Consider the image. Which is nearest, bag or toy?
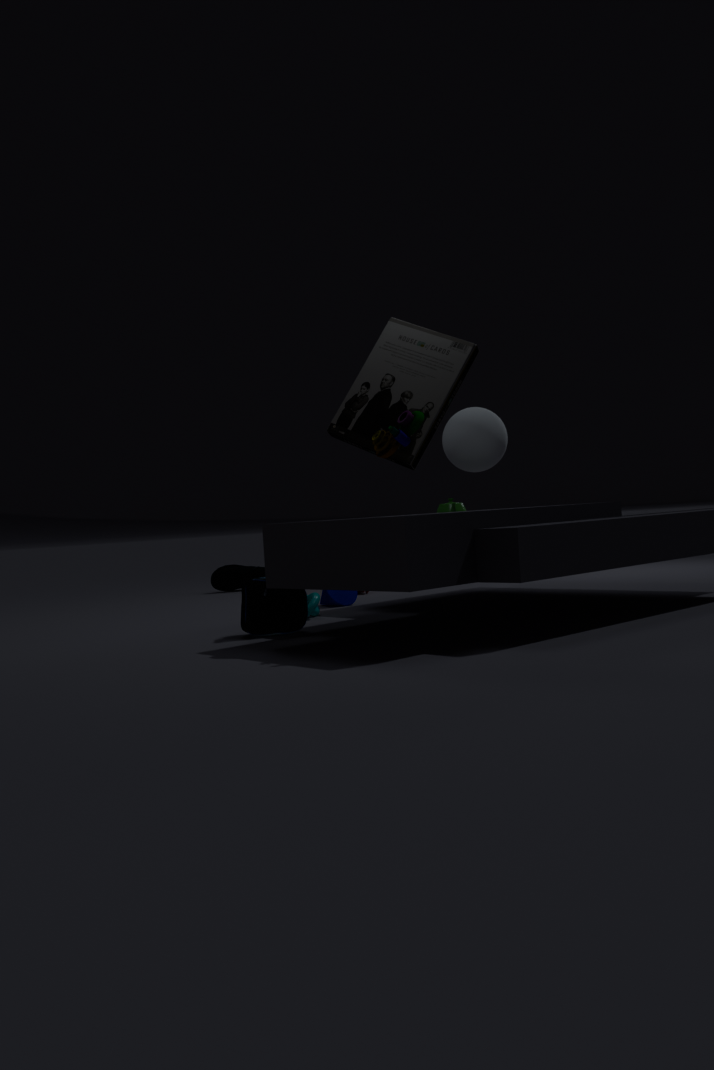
toy
